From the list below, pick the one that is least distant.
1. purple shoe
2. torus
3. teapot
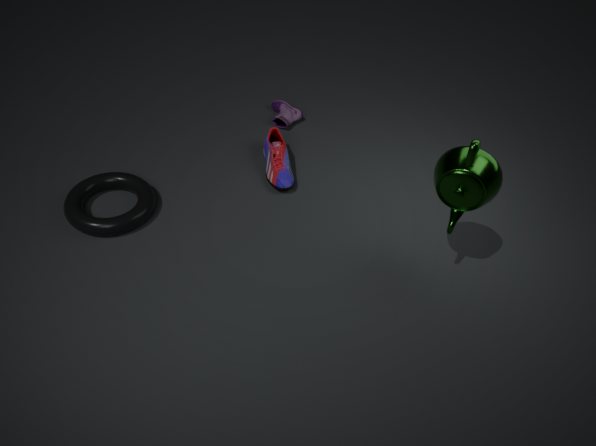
teapot
